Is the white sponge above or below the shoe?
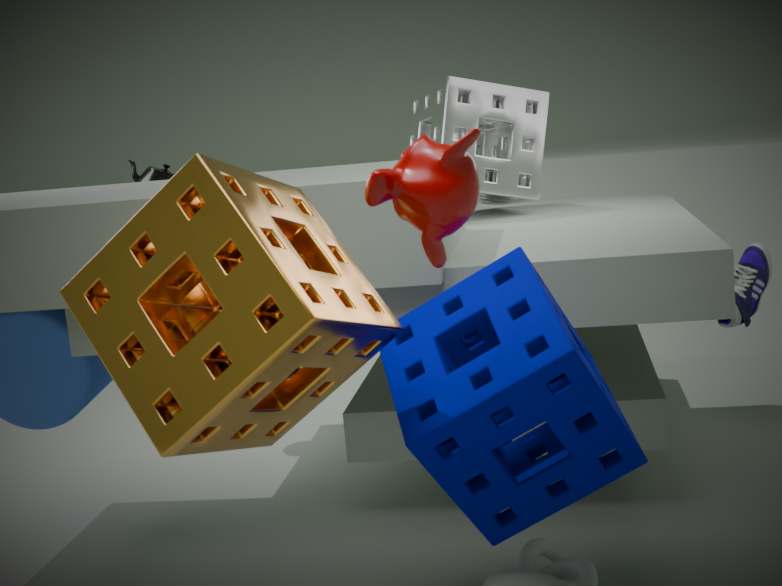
above
